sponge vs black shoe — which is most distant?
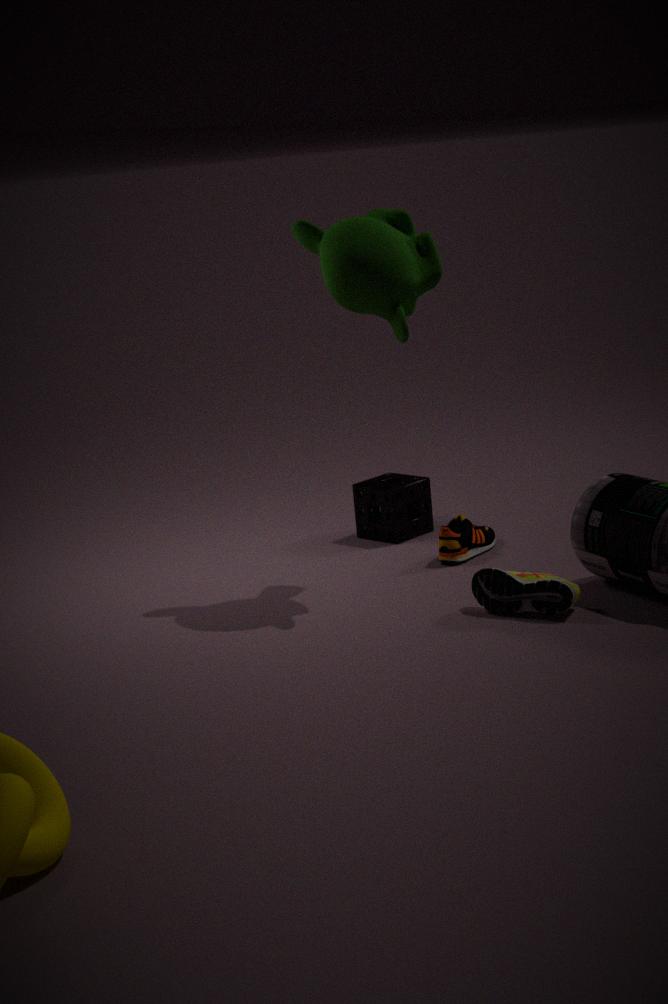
sponge
